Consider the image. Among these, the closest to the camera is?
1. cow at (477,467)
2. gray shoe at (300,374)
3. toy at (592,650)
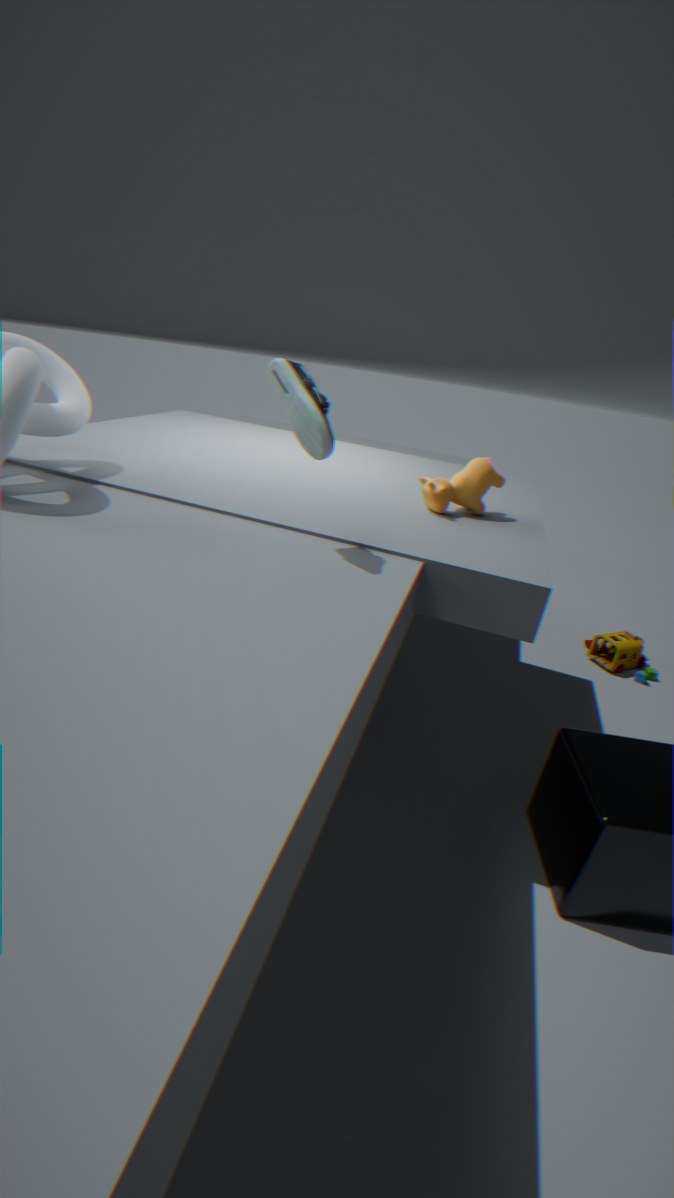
gray shoe at (300,374)
